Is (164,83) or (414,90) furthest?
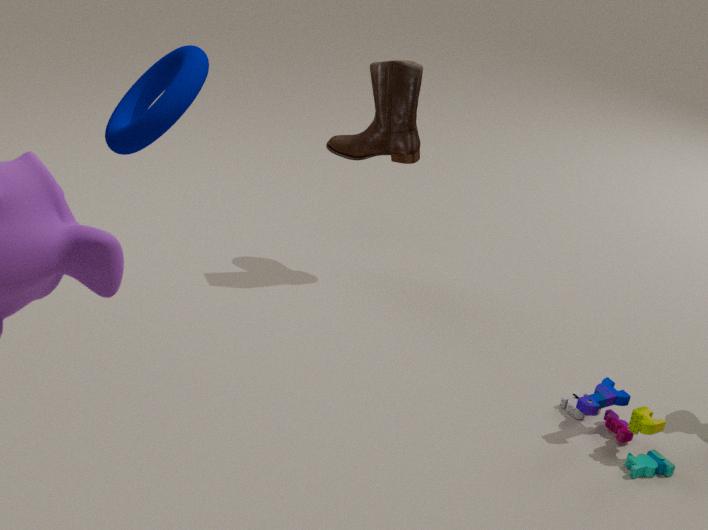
(414,90)
